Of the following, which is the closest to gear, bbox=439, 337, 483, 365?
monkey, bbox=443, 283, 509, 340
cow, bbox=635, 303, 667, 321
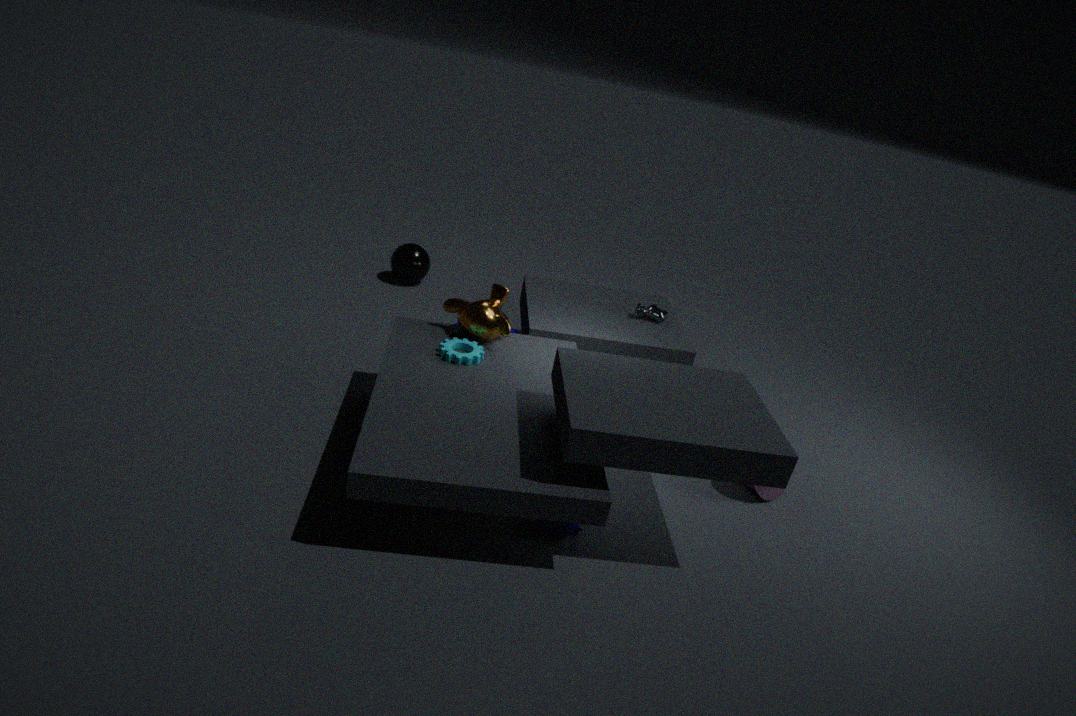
monkey, bbox=443, 283, 509, 340
